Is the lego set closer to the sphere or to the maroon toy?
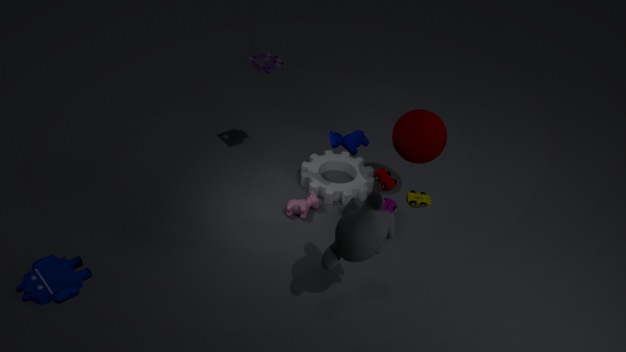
the maroon toy
